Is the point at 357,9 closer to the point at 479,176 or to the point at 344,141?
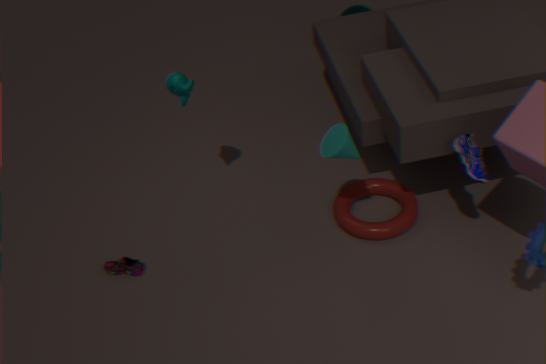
the point at 344,141
